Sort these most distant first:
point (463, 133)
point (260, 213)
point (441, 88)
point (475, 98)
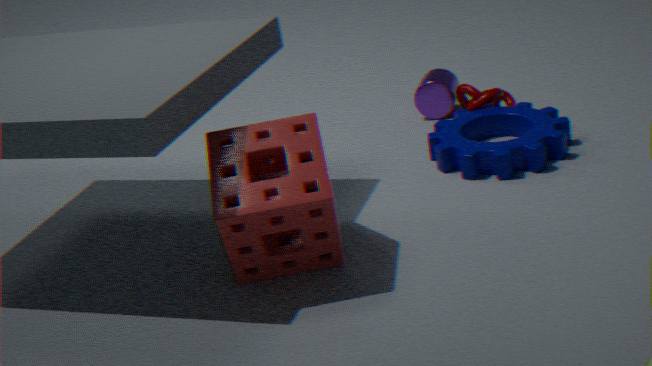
point (441, 88) → point (475, 98) → point (463, 133) → point (260, 213)
